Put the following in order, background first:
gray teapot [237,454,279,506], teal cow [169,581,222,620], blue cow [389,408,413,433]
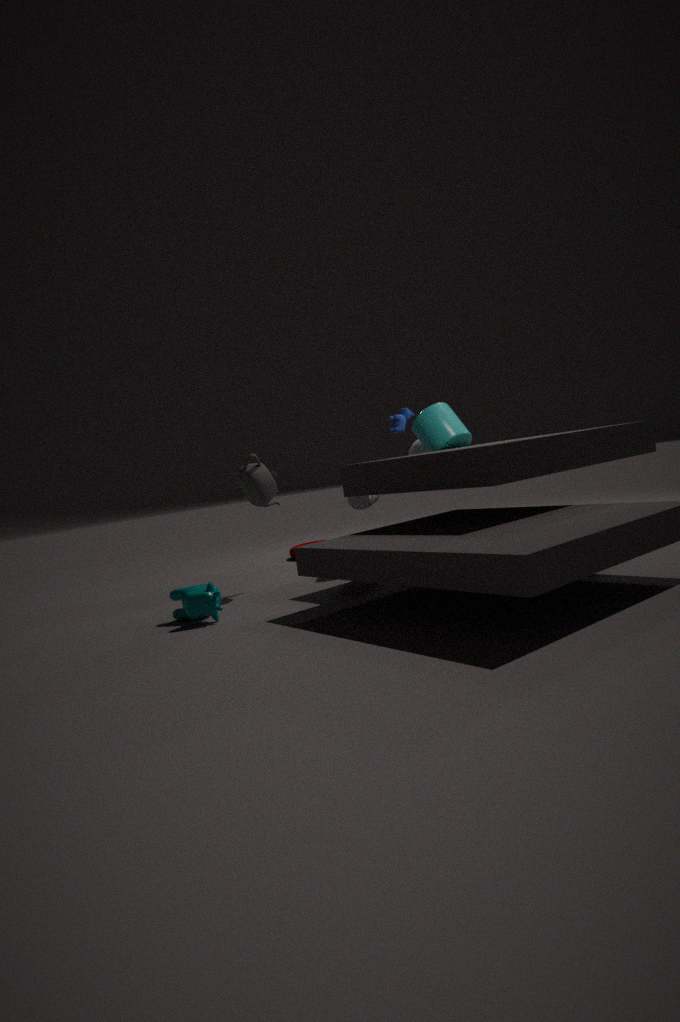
blue cow [389,408,413,433]
gray teapot [237,454,279,506]
teal cow [169,581,222,620]
